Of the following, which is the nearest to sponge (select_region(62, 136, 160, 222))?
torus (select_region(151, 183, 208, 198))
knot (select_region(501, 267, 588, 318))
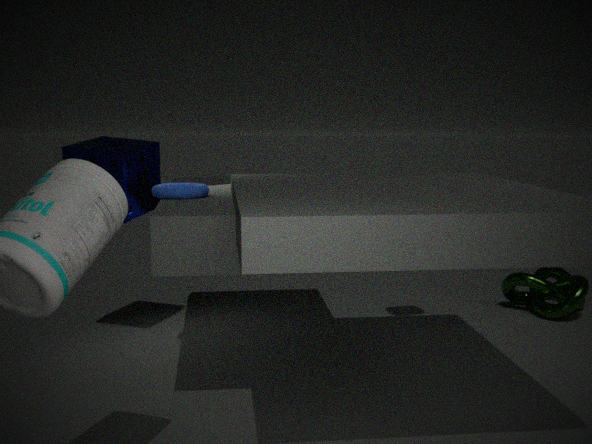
torus (select_region(151, 183, 208, 198))
